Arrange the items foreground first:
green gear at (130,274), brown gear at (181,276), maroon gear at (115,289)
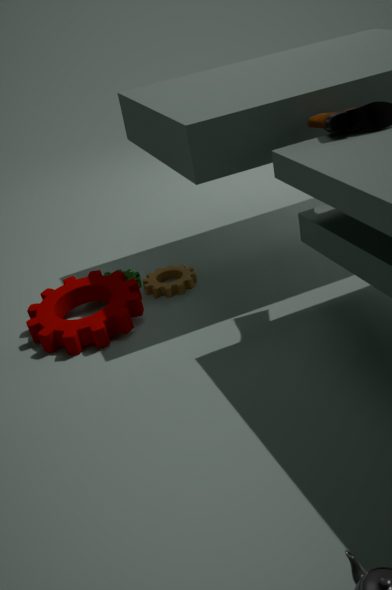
1. maroon gear at (115,289)
2. brown gear at (181,276)
3. green gear at (130,274)
